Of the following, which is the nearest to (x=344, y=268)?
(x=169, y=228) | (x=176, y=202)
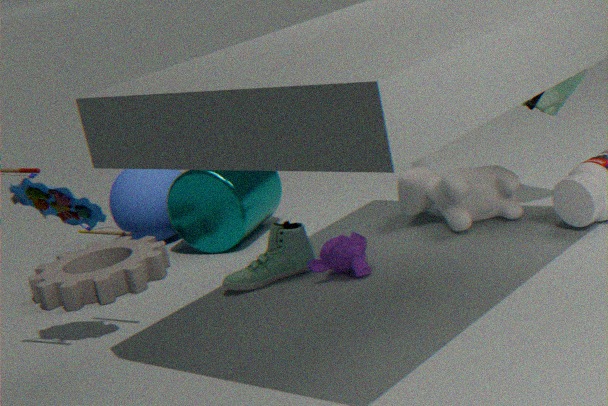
(x=176, y=202)
